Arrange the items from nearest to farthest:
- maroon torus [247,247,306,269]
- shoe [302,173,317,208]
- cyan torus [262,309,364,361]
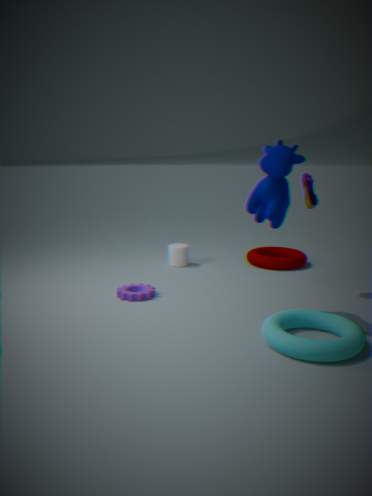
cyan torus [262,309,364,361] → shoe [302,173,317,208] → maroon torus [247,247,306,269]
